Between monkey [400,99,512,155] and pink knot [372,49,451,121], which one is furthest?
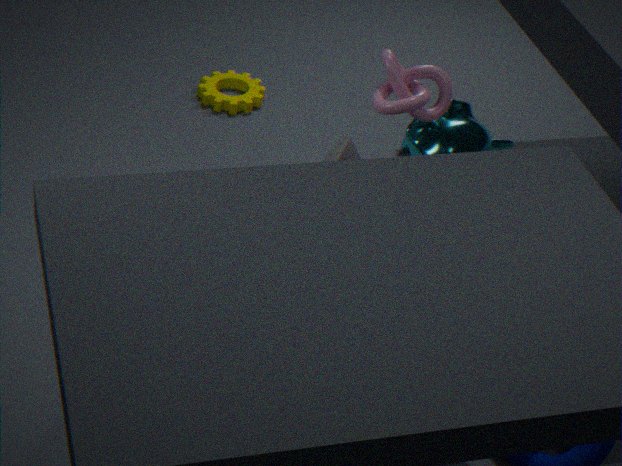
monkey [400,99,512,155]
